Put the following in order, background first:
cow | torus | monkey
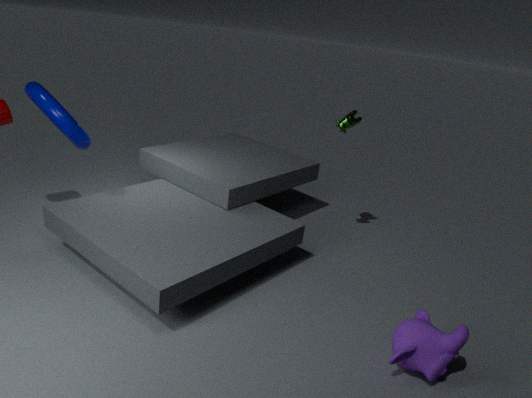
cow
torus
monkey
